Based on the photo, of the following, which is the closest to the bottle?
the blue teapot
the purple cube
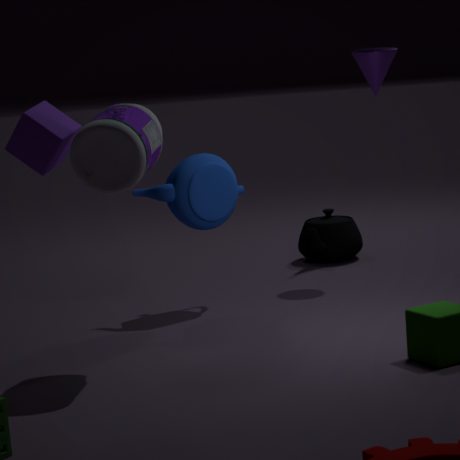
the purple cube
